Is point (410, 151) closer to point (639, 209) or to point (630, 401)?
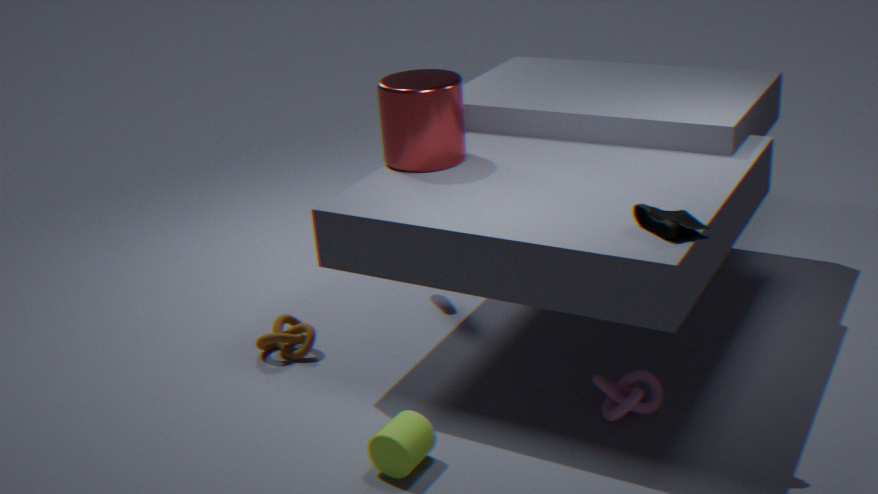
point (639, 209)
